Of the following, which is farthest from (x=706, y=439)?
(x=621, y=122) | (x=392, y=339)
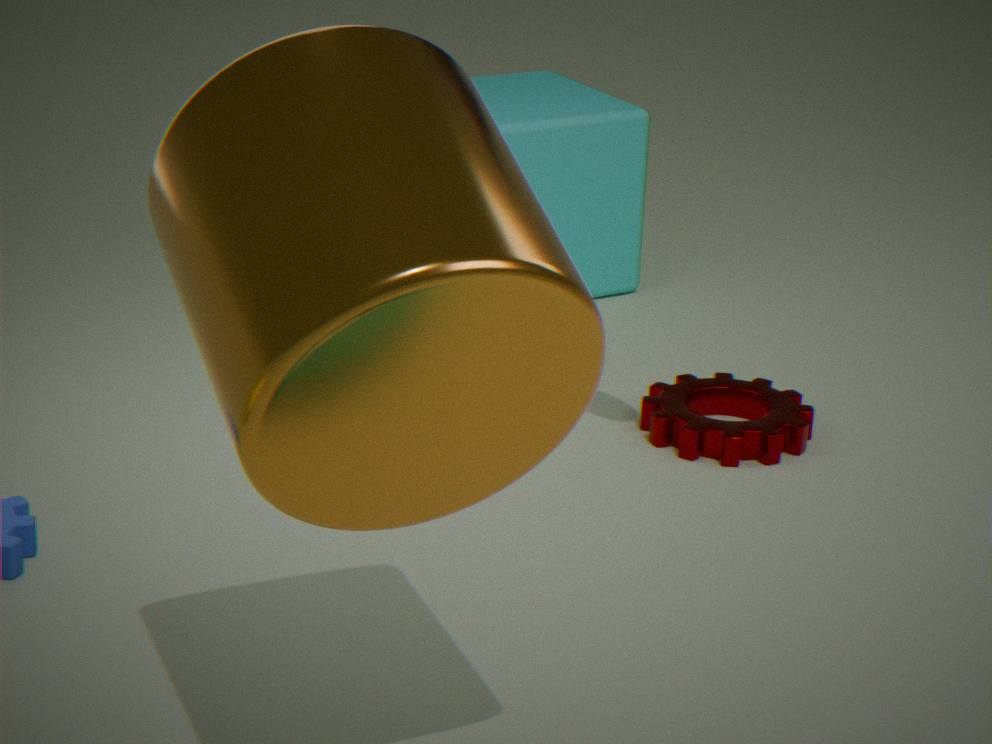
(x=392, y=339)
